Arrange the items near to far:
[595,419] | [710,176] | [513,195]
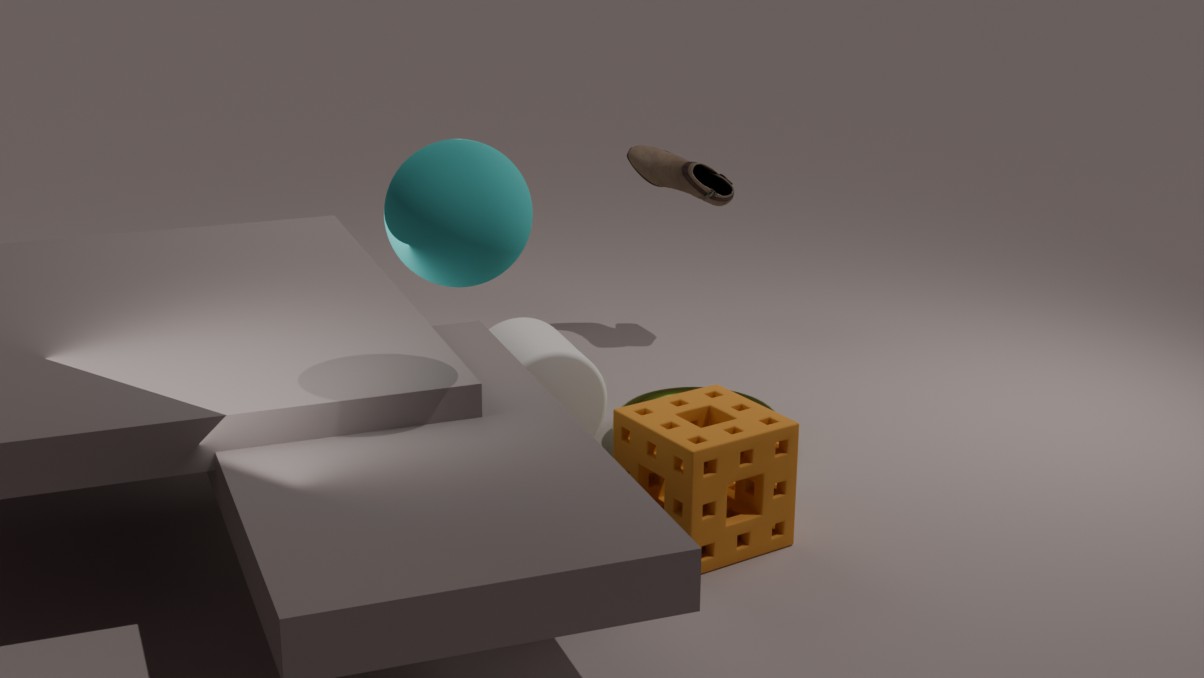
[513,195]
[595,419]
[710,176]
